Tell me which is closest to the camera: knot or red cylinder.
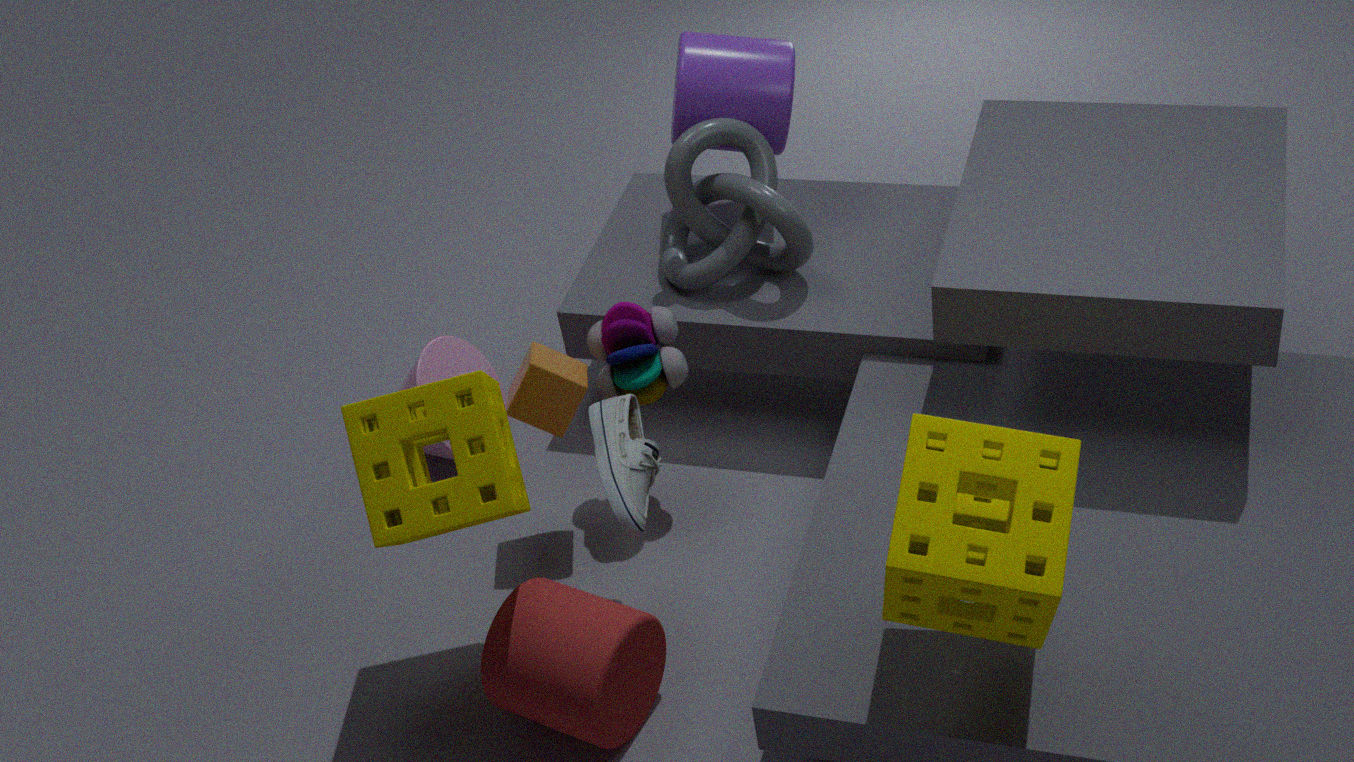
red cylinder
